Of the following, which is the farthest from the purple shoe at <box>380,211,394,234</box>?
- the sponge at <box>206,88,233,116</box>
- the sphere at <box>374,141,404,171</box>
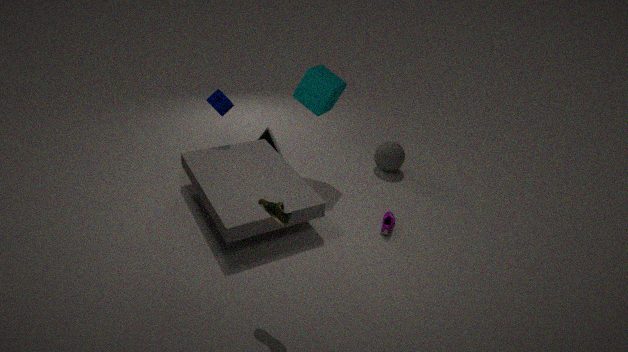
the sponge at <box>206,88,233,116</box>
